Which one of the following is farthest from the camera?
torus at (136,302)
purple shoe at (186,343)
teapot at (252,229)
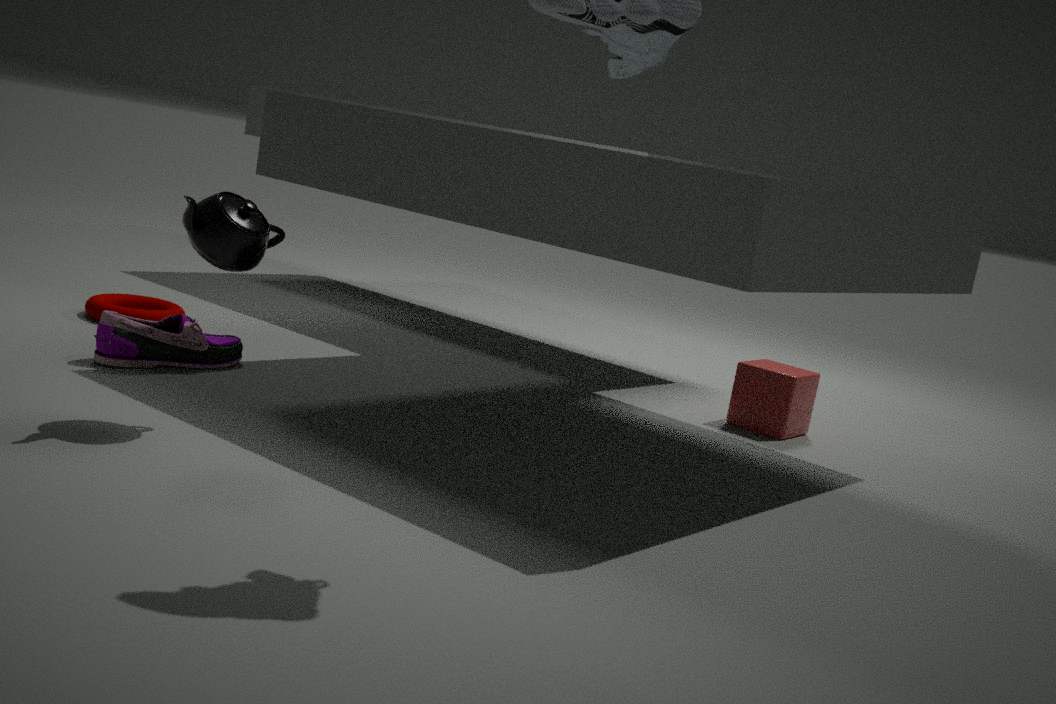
torus at (136,302)
